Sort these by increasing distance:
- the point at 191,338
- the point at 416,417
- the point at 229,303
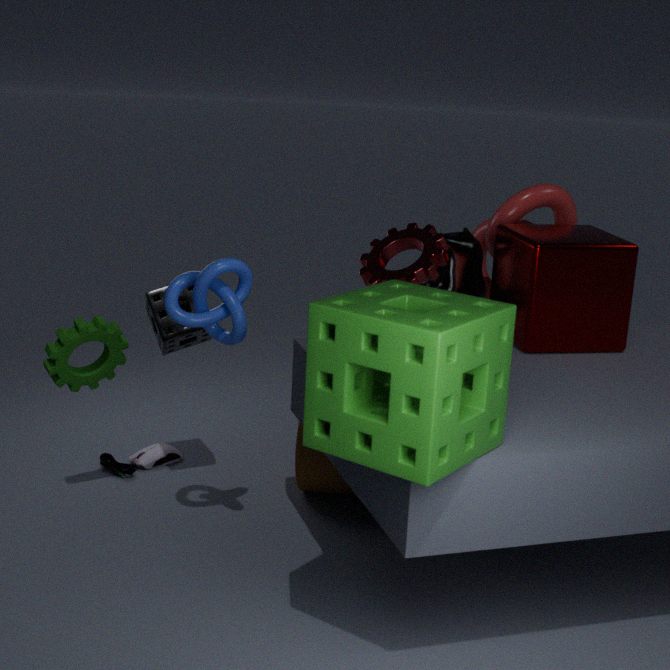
the point at 416,417 → the point at 229,303 → the point at 191,338
